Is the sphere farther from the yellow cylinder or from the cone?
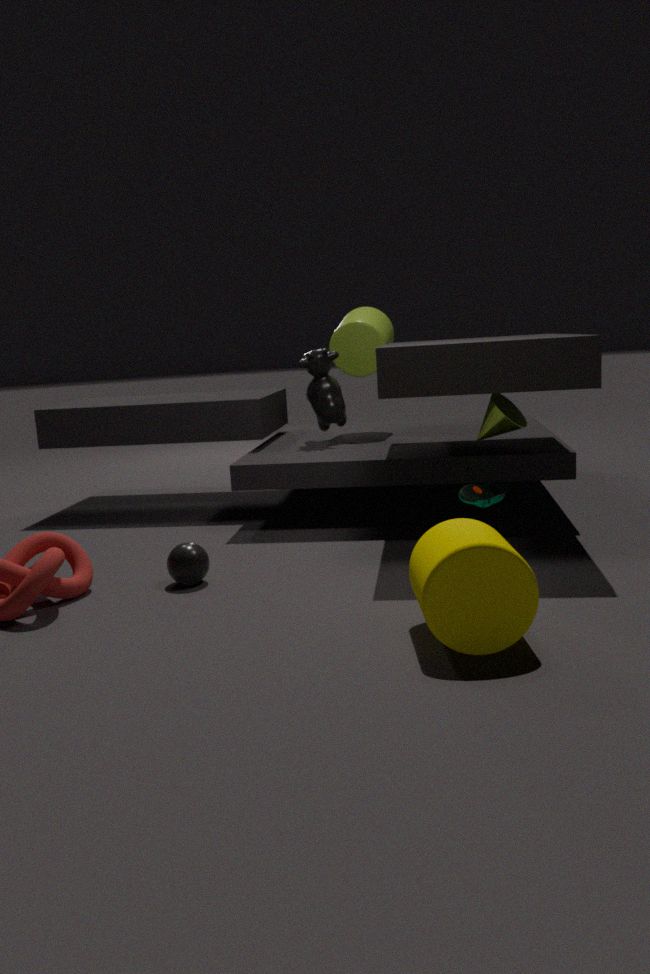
the cone
